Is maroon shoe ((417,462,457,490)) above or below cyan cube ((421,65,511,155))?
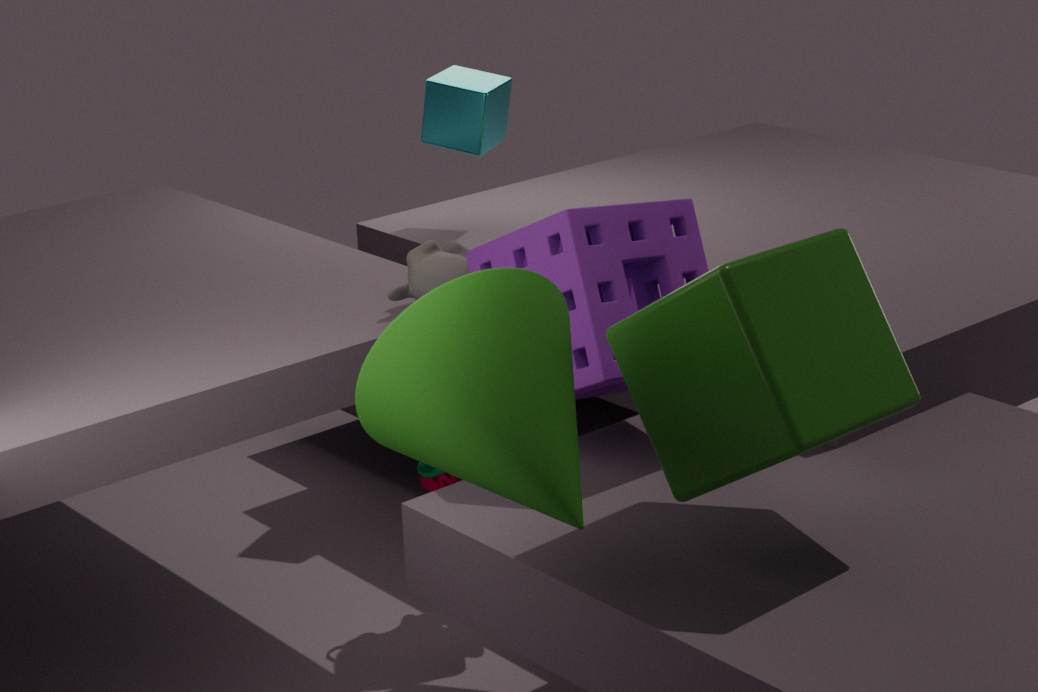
below
